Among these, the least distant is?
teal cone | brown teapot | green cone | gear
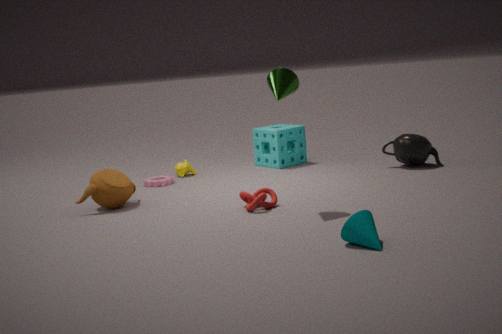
teal cone
